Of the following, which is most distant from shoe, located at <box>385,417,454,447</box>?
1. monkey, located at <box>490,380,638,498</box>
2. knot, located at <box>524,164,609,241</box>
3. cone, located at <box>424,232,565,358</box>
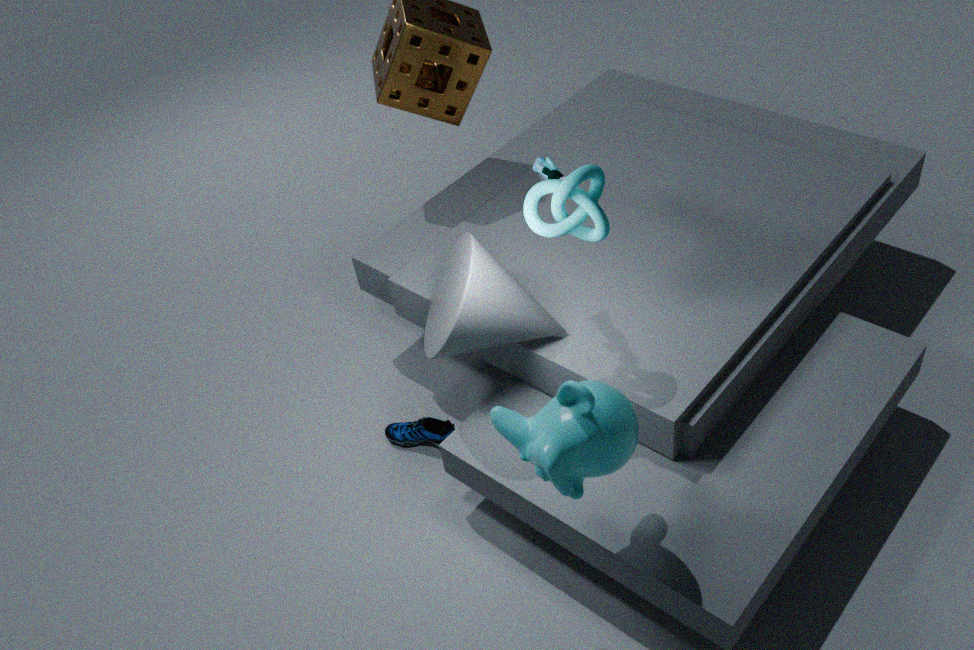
knot, located at <box>524,164,609,241</box>
